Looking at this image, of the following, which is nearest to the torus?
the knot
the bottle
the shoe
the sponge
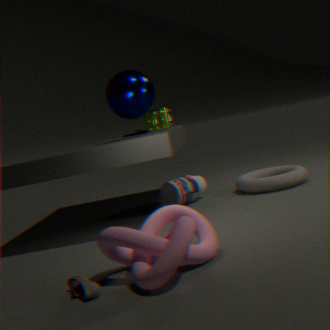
Result: the bottle
